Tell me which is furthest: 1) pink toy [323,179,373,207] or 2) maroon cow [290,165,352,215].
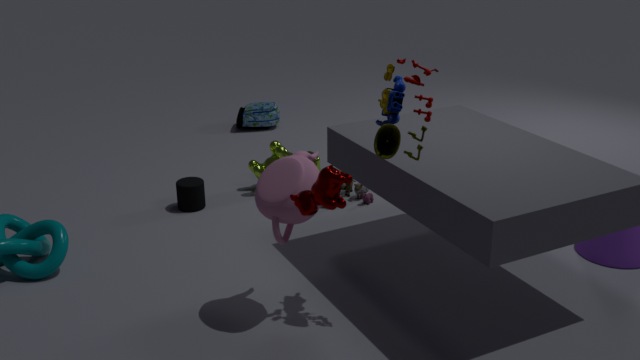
1. pink toy [323,179,373,207]
